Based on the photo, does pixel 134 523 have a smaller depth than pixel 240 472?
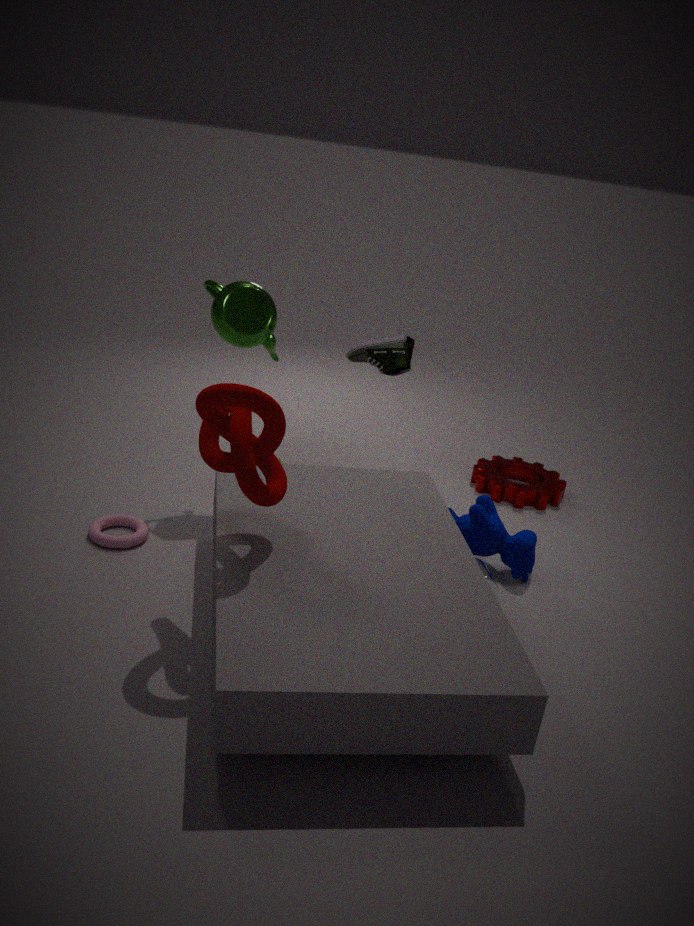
No
